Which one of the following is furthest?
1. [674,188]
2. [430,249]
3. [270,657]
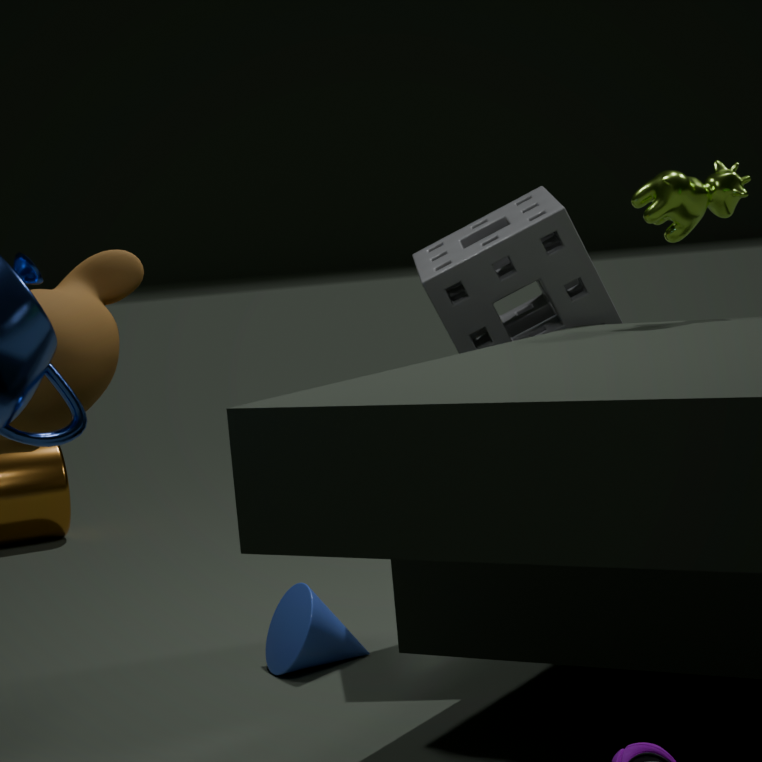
[430,249]
